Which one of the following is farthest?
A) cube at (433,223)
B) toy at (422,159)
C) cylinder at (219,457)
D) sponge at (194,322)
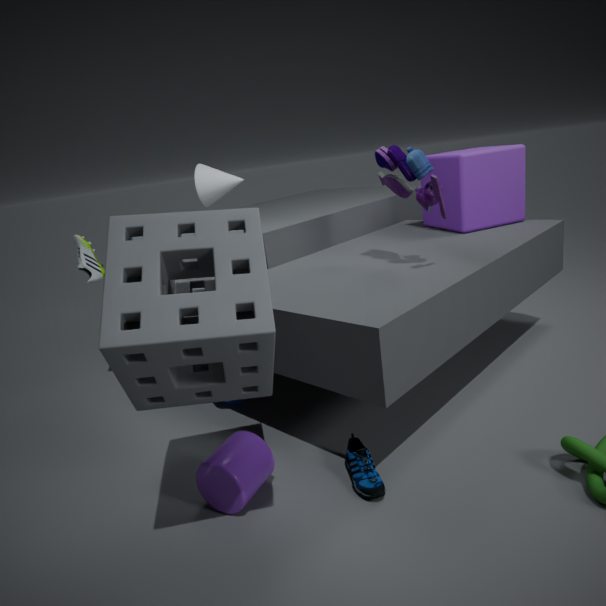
cube at (433,223)
